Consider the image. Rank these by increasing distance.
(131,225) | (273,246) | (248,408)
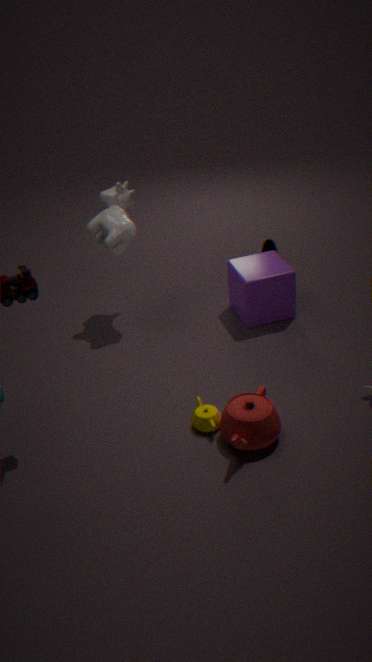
(248,408) → (131,225) → (273,246)
